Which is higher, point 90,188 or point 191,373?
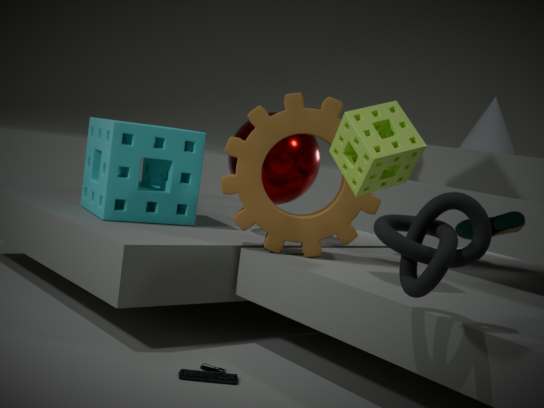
point 90,188
